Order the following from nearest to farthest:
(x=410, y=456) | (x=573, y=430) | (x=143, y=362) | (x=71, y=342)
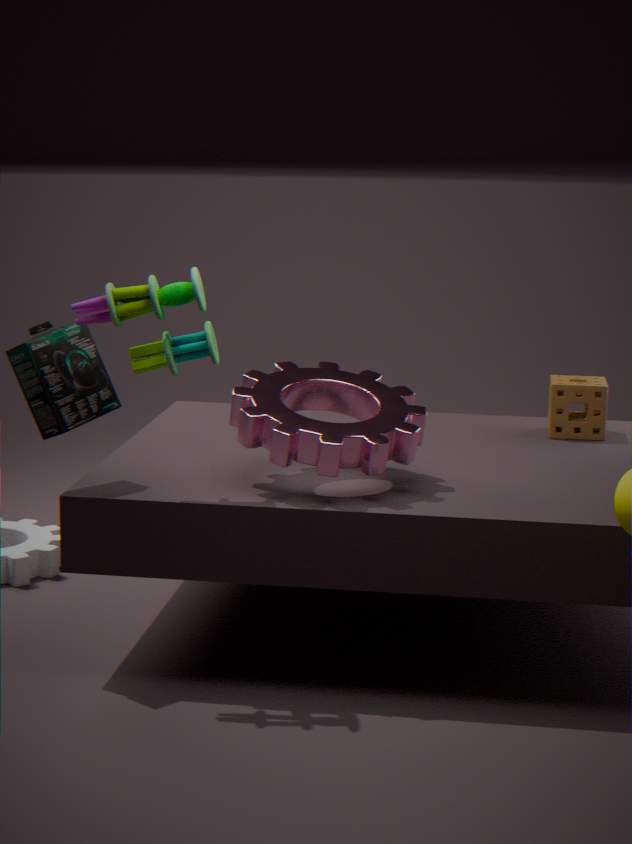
(x=143, y=362) < (x=71, y=342) < (x=410, y=456) < (x=573, y=430)
